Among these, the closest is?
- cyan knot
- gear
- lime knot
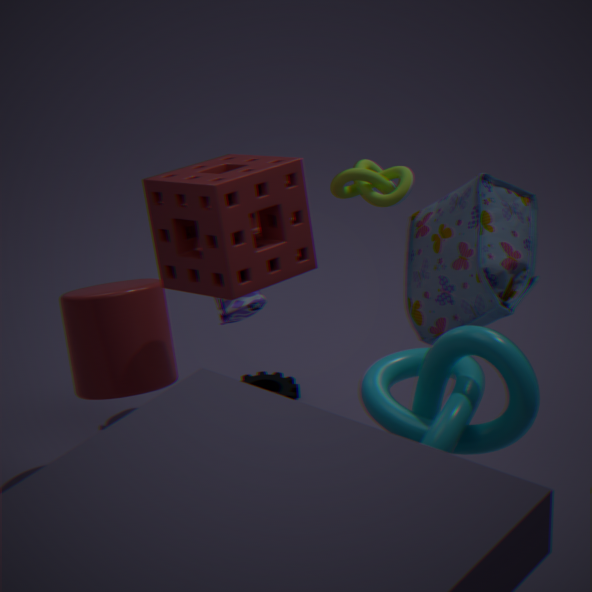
cyan knot
